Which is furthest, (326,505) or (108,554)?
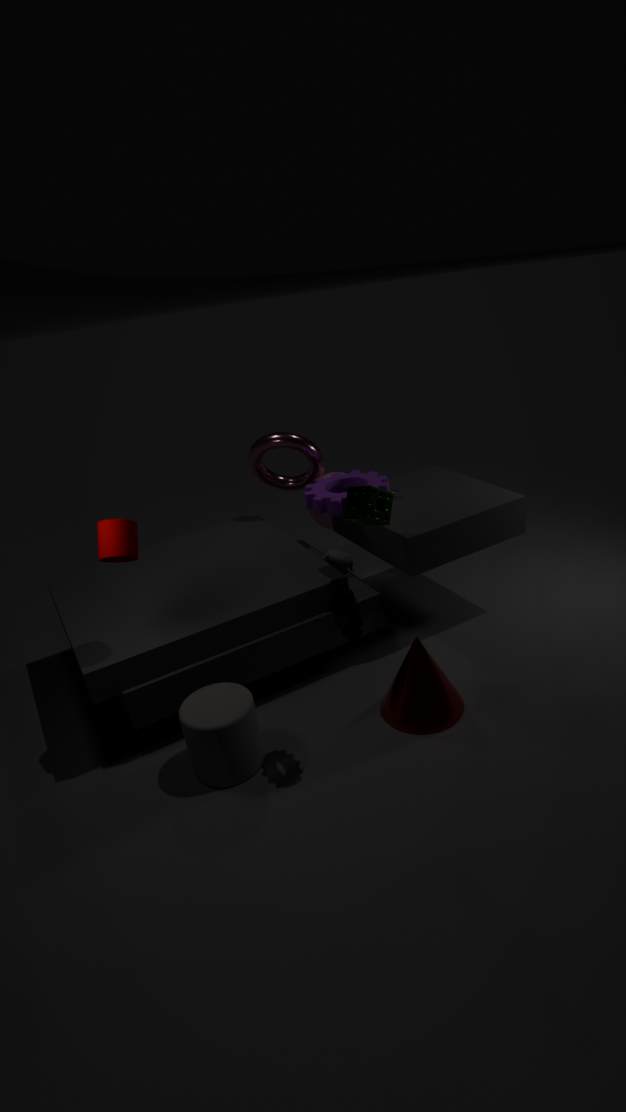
(326,505)
